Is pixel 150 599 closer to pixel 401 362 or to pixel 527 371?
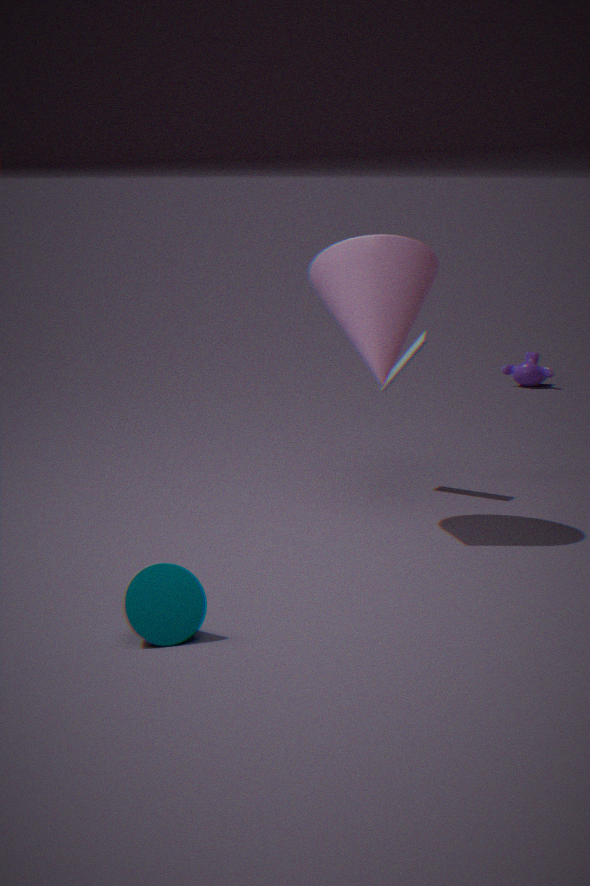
pixel 401 362
